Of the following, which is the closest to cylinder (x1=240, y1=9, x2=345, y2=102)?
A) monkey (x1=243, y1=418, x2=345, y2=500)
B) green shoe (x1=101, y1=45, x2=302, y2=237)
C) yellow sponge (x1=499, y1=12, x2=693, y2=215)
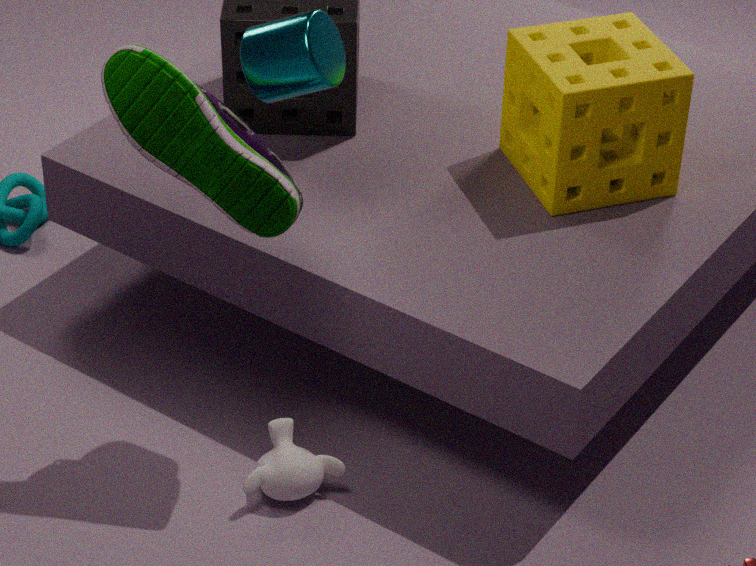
green shoe (x1=101, y1=45, x2=302, y2=237)
